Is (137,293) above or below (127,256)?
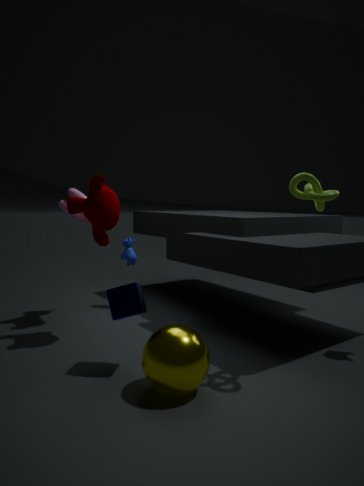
below
